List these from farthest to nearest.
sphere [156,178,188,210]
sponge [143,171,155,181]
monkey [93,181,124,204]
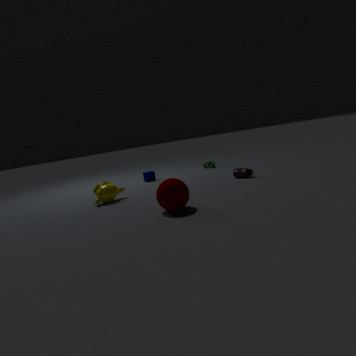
1. sponge [143,171,155,181]
2. monkey [93,181,124,204]
3. sphere [156,178,188,210]
